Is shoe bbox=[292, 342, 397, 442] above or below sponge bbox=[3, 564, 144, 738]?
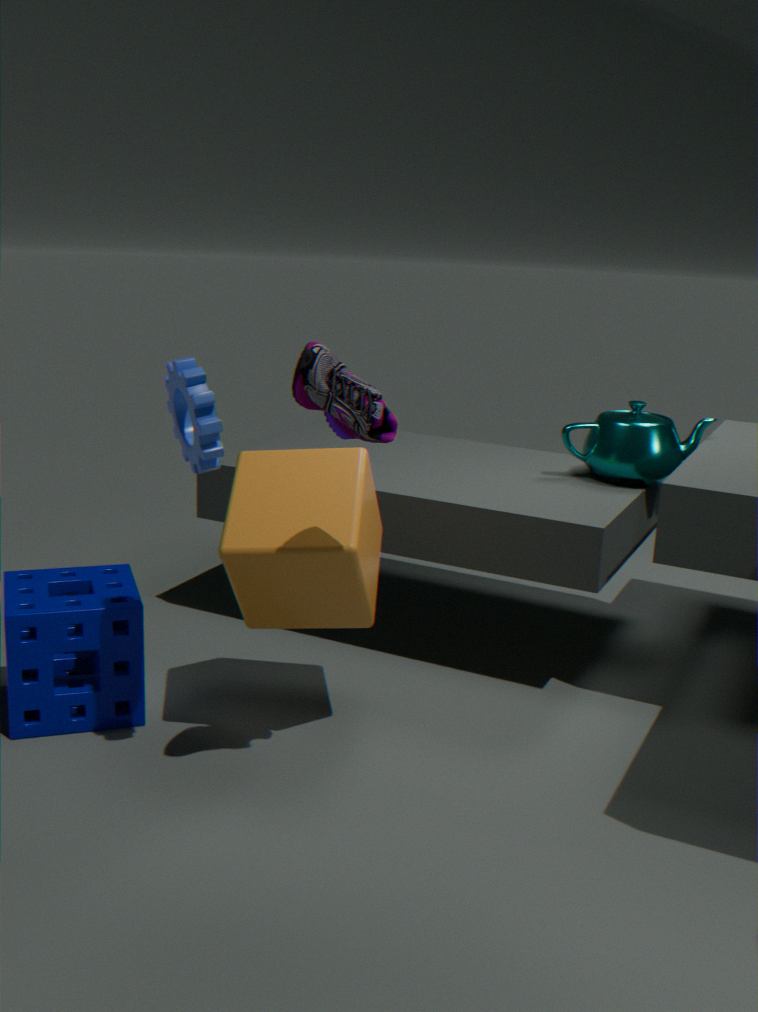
above
